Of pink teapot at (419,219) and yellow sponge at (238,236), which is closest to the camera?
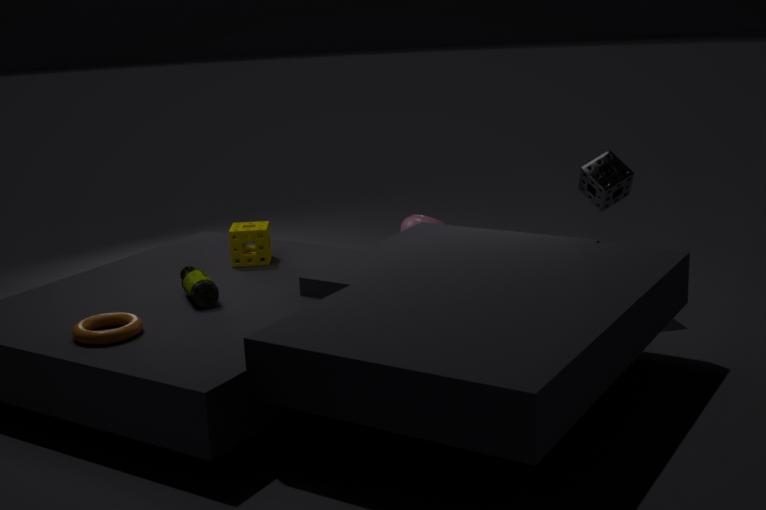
yellow sponge at (238,236)
